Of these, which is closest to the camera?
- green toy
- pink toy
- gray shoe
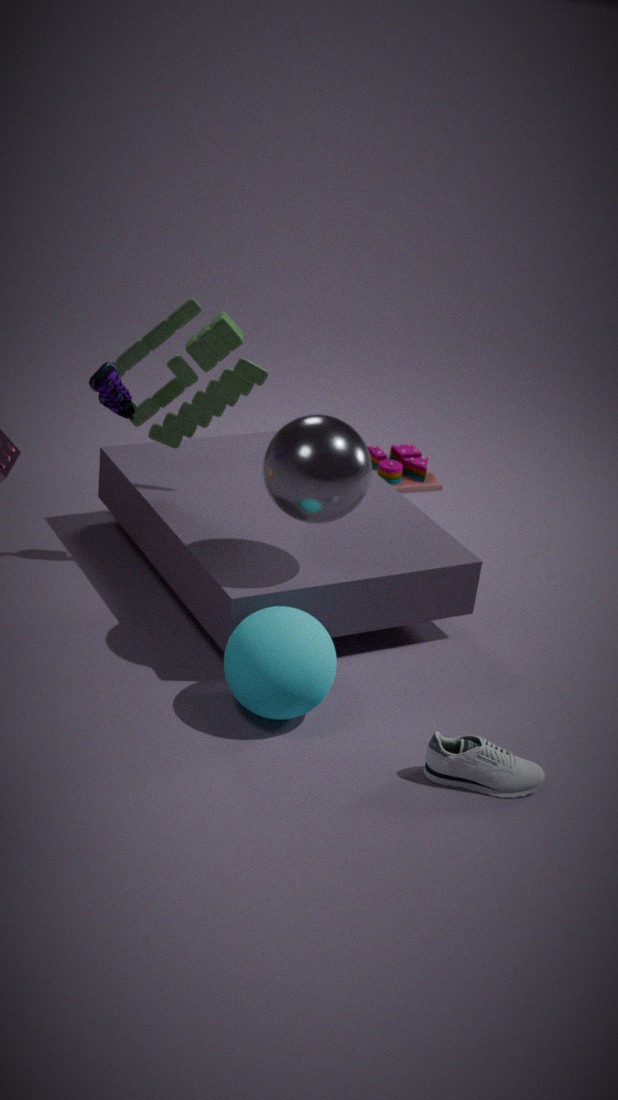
gray shoe
